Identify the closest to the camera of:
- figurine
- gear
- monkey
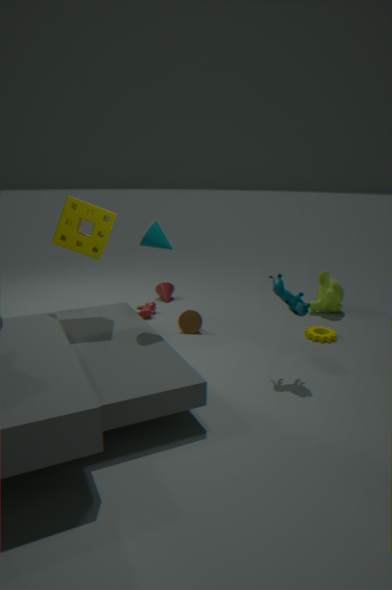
figurine
